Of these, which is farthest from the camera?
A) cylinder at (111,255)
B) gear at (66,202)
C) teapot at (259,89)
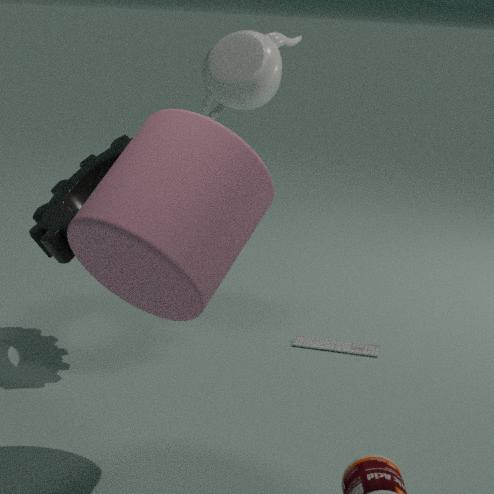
teapot at (259,89)
